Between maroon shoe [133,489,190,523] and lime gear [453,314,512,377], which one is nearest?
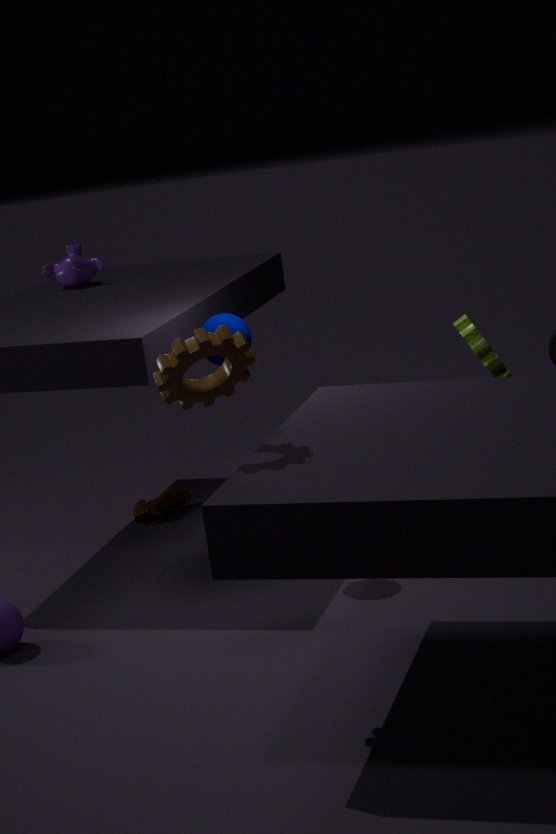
lime gear [453,314,512,377]
